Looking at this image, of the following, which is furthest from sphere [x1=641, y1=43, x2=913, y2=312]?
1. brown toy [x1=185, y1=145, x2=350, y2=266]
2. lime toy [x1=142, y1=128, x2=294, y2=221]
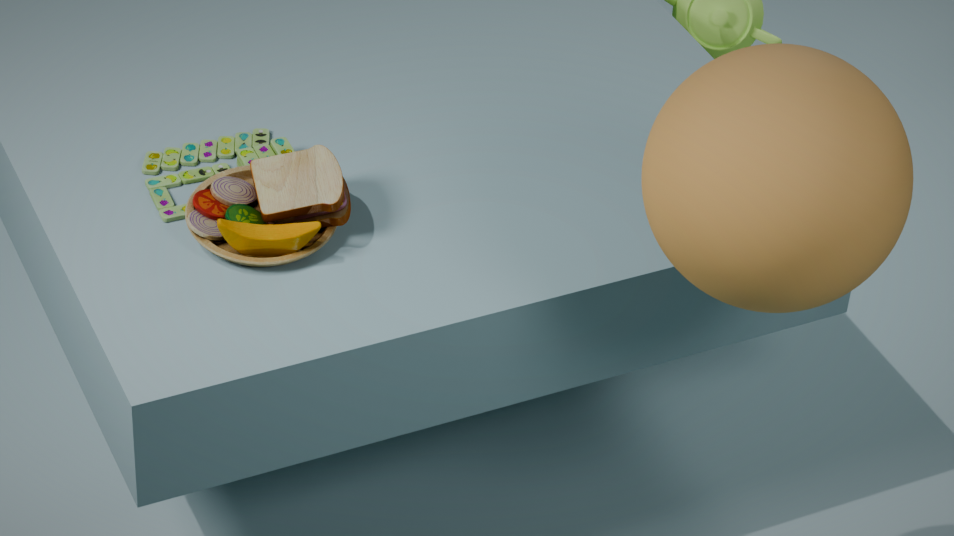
lime toy [x1=142, y1=128, x2=294, y2=221]
